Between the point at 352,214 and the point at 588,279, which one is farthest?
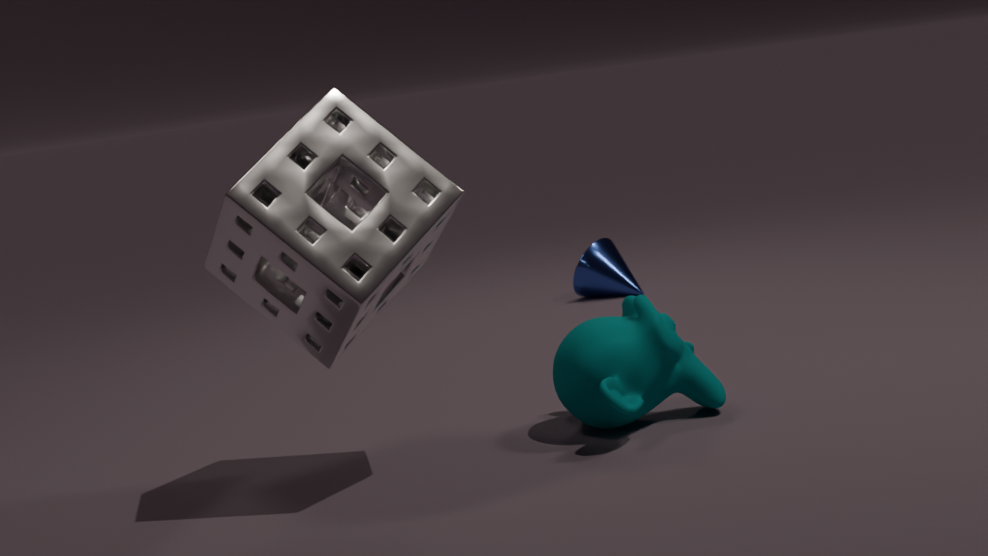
the point at 588,279
